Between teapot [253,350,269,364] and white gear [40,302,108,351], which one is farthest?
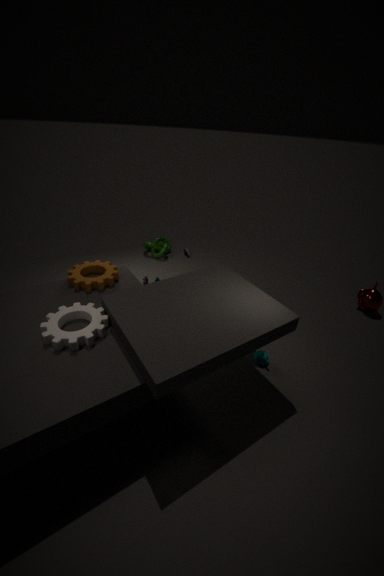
teapot [253,350,269,364]
